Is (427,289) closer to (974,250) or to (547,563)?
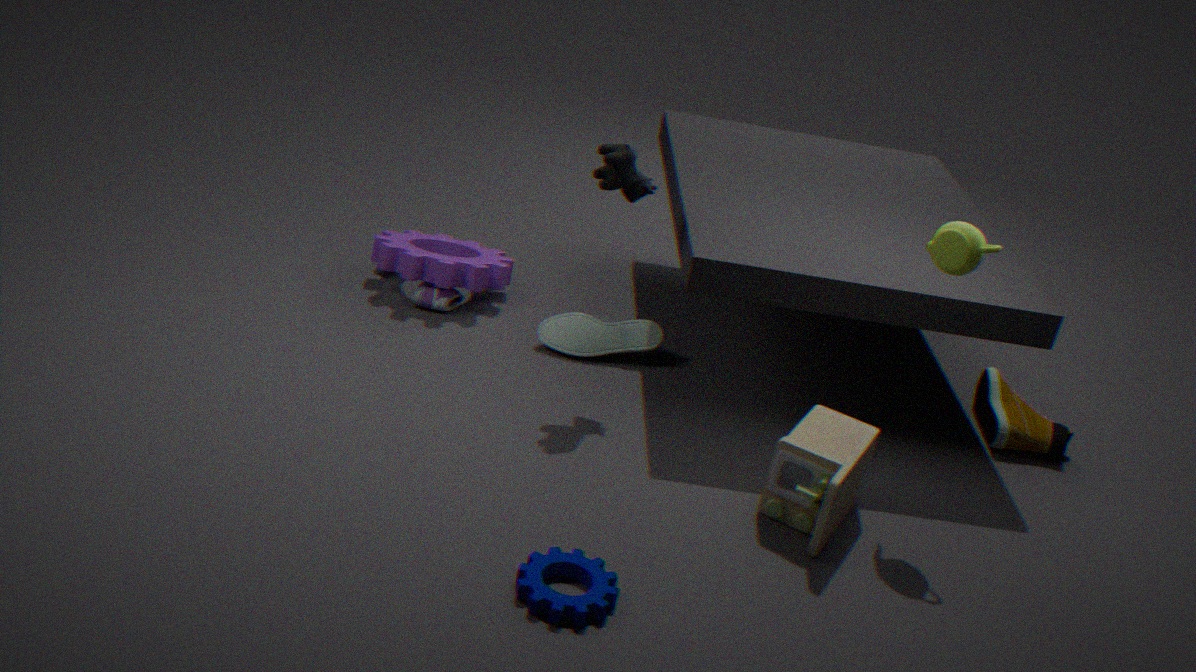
(547,563)
